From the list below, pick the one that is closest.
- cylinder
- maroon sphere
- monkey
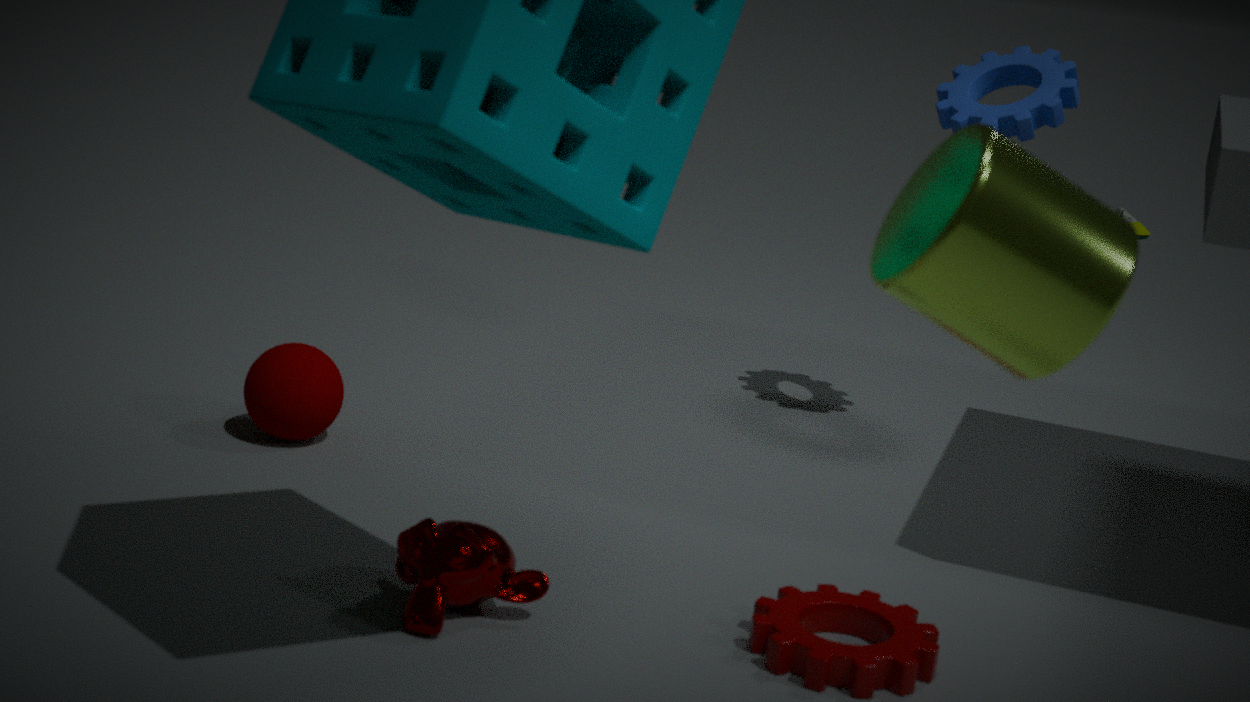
cylinder
